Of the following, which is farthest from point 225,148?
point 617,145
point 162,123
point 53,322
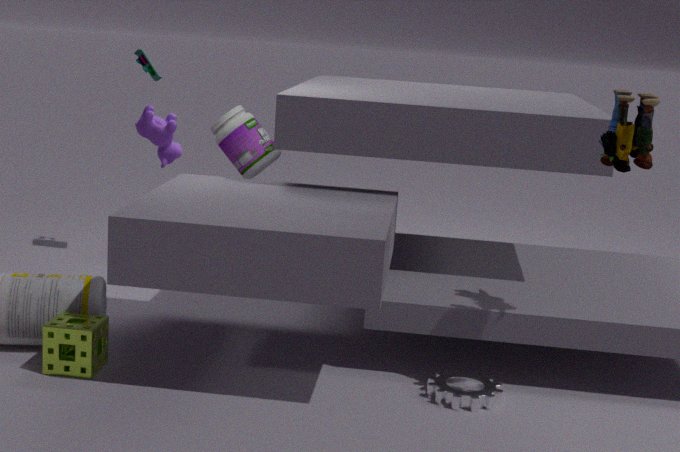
point 617,145
